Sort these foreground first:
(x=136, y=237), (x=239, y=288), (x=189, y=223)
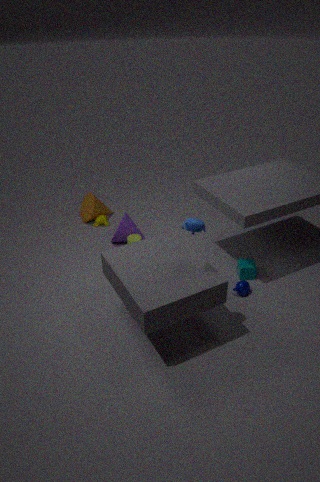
1. (x=189, y=223)
2. (x=239, y=288)
3. (x=136, y=237)
